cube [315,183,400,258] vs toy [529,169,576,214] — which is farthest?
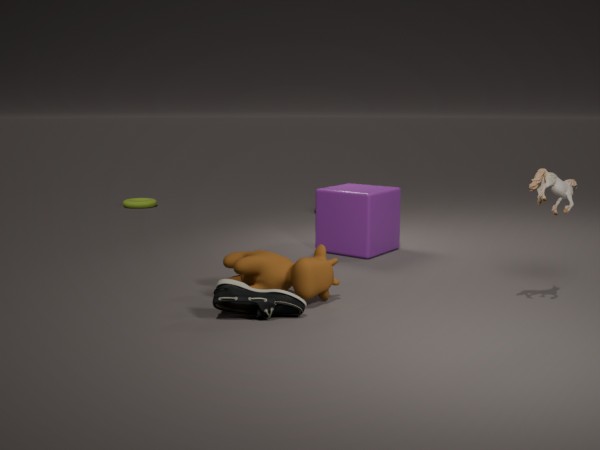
cube [315,183,400,258]
